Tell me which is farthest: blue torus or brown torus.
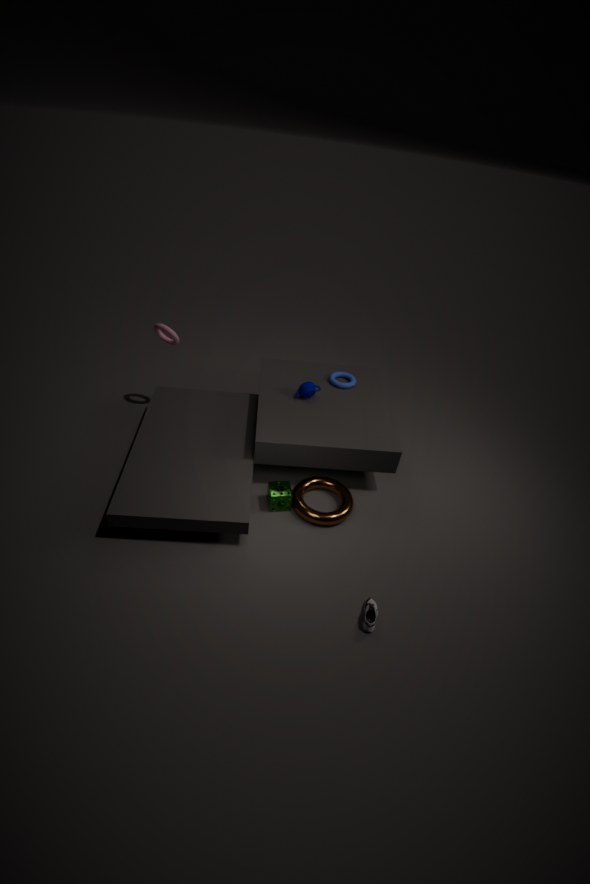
blue torus
